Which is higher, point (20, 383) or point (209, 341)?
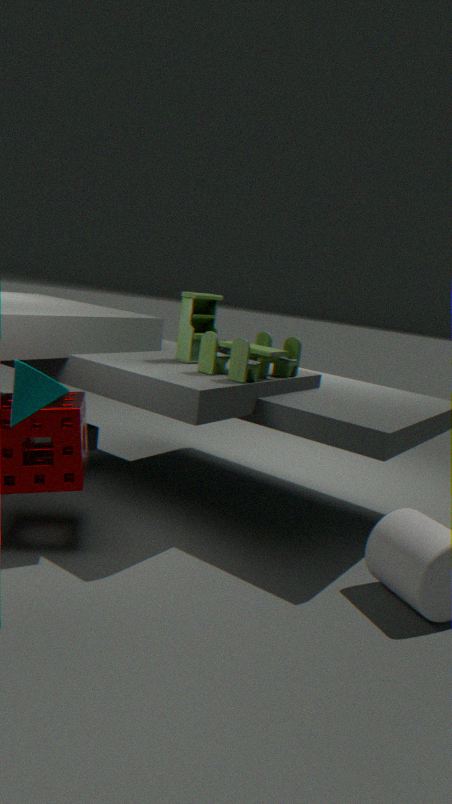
point (209, 341)
